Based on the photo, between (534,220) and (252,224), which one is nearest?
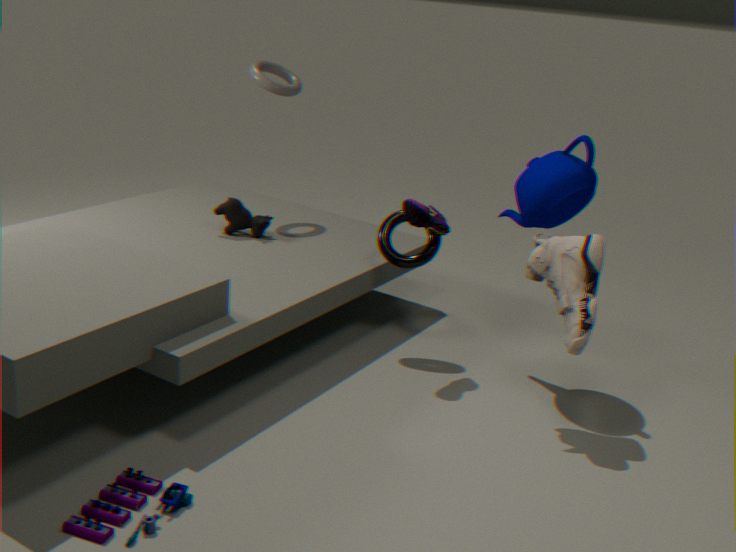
(534,220)
